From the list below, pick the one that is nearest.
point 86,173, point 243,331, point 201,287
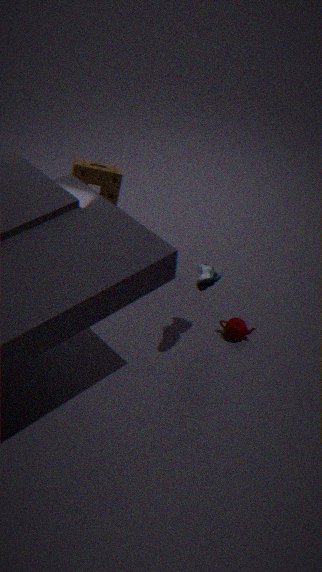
point 201,287
